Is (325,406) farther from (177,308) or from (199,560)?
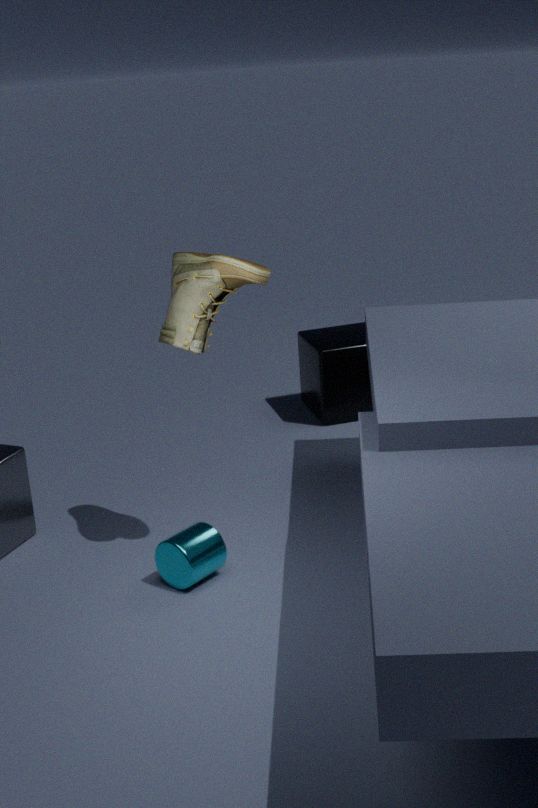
(199,560)
